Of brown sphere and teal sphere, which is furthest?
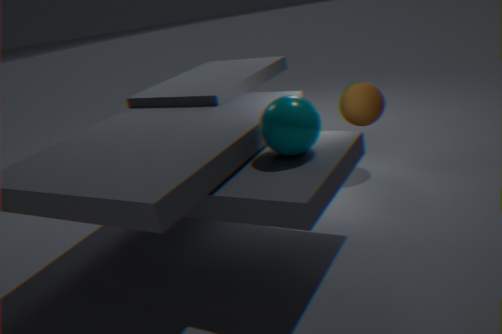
brown sphere
